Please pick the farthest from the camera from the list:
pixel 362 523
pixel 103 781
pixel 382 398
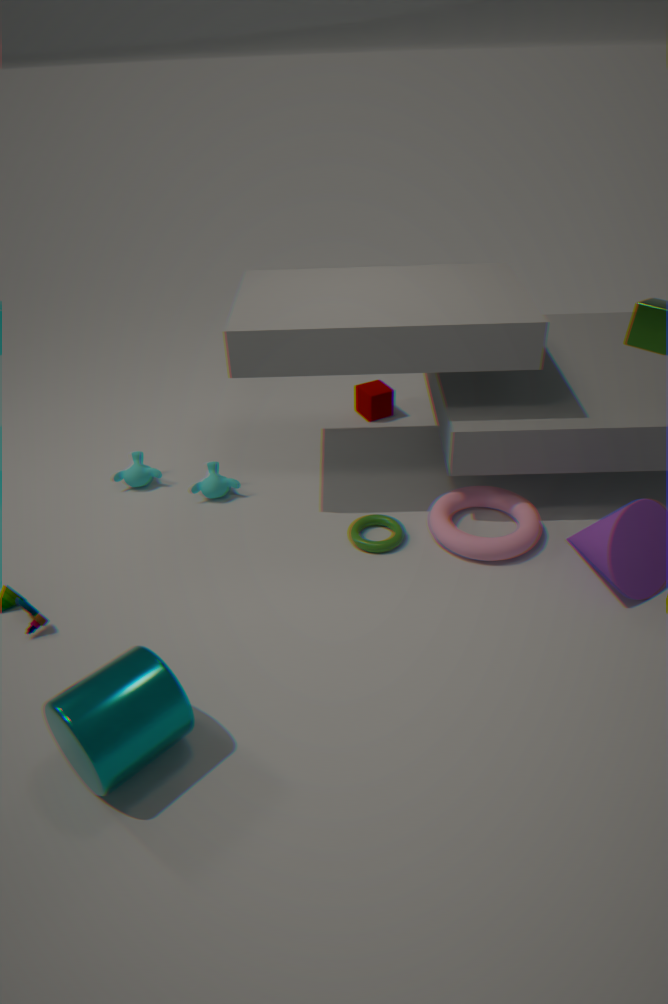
pixel 382 398
